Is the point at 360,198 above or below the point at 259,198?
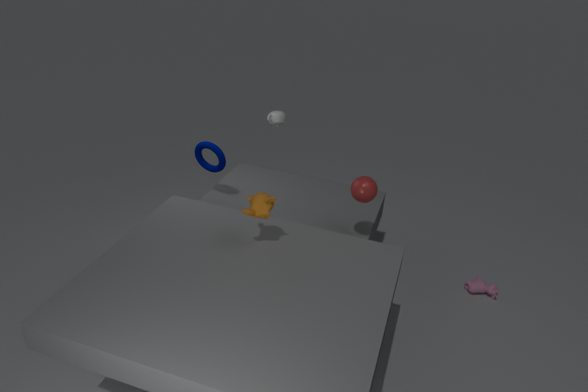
below
